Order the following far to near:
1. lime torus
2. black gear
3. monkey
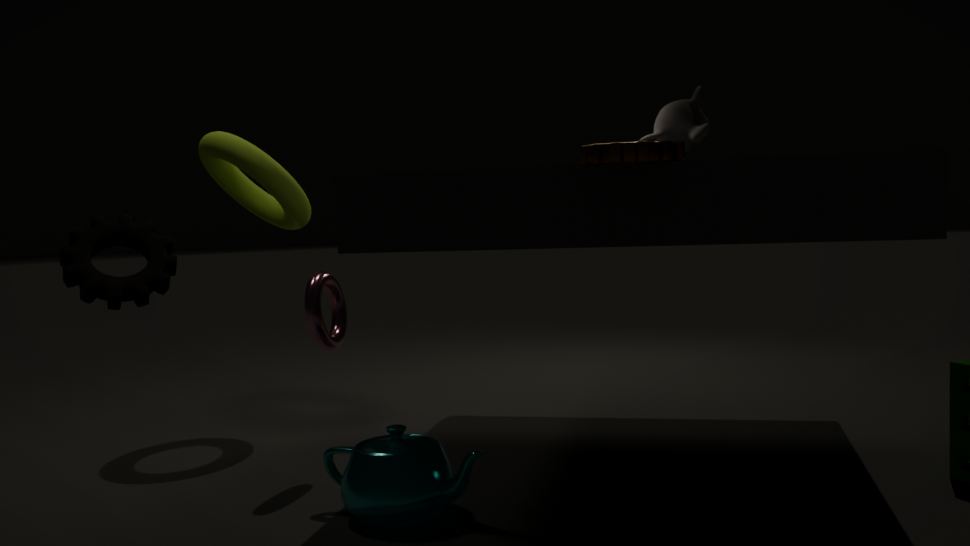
lime torus, monkey, black gear
